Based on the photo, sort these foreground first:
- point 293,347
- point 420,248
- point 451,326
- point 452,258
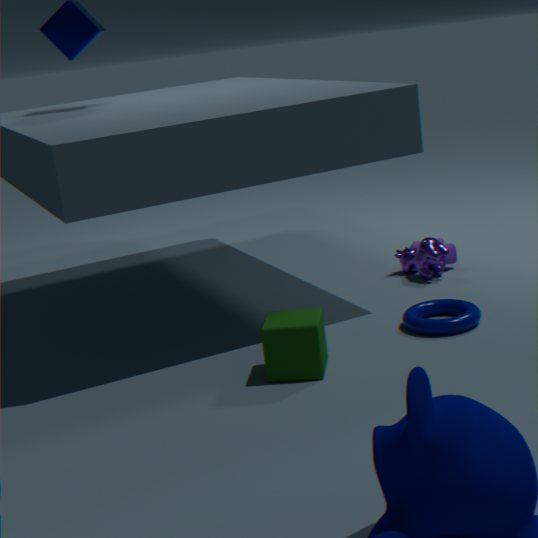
point 293,347, point 451,326, point 420,248, point 452,258
